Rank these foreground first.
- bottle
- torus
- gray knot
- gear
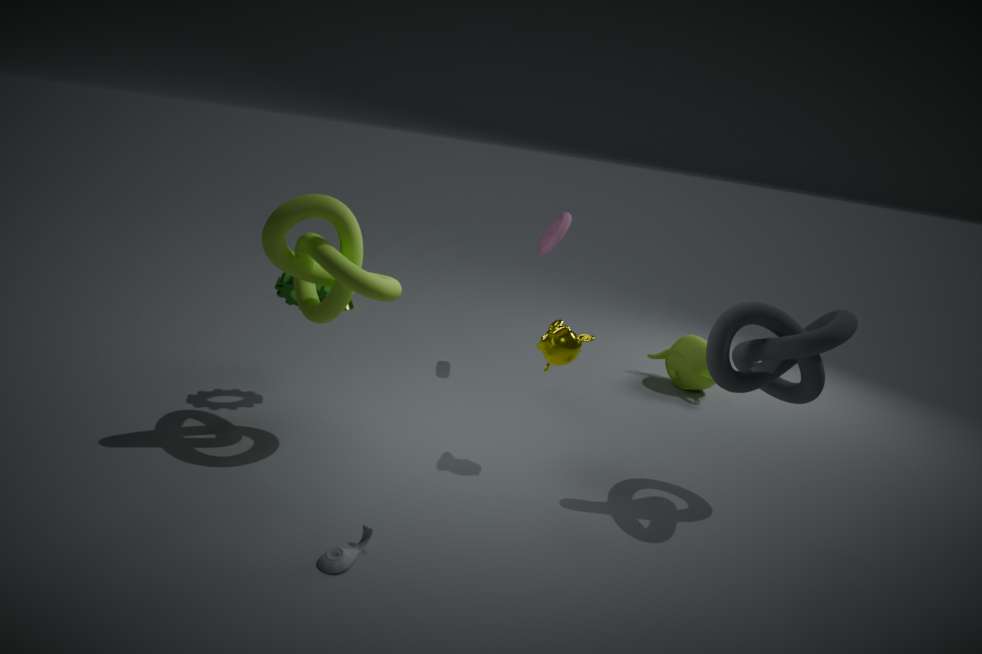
bottle
gray knot
gear
torus
